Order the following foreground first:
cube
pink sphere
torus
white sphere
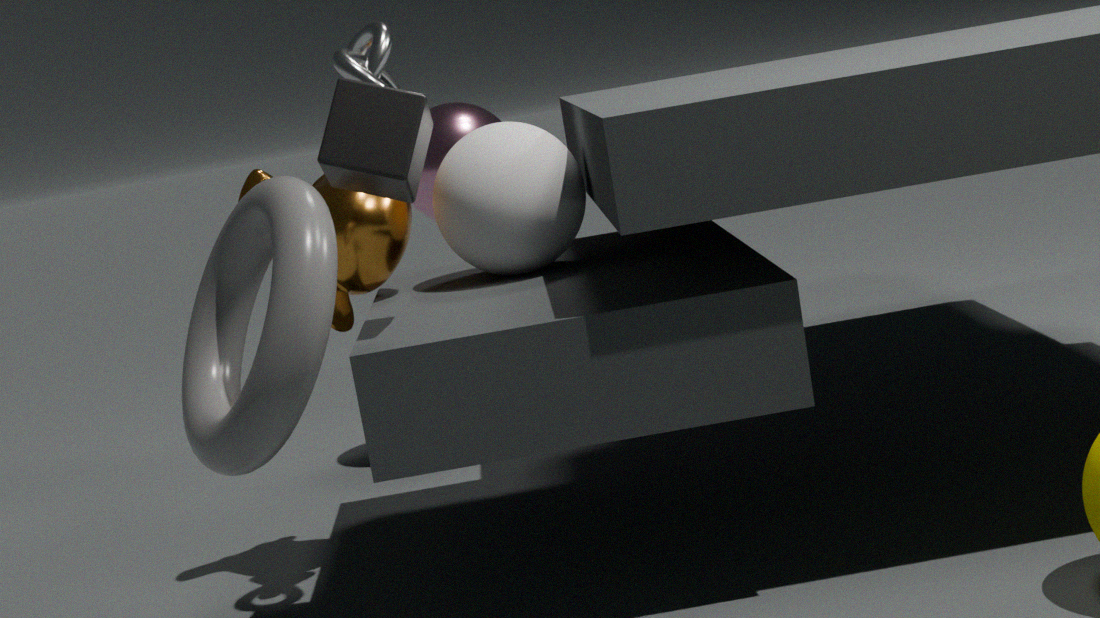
torus, cube, white sphere, pink sphere
